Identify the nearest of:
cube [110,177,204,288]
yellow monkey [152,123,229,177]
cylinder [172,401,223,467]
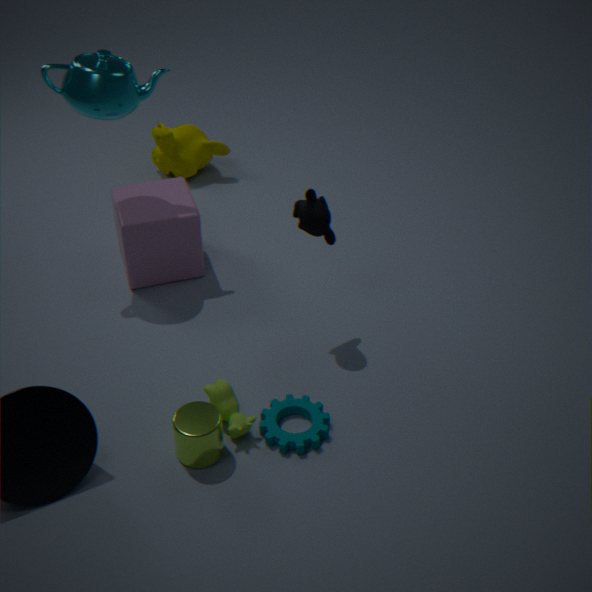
cylinder [172,401,223,467]
